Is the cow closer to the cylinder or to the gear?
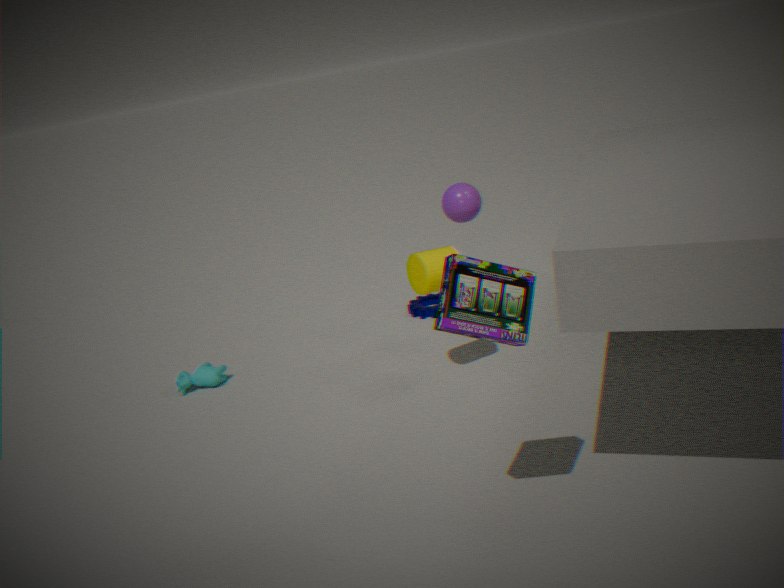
the gear
